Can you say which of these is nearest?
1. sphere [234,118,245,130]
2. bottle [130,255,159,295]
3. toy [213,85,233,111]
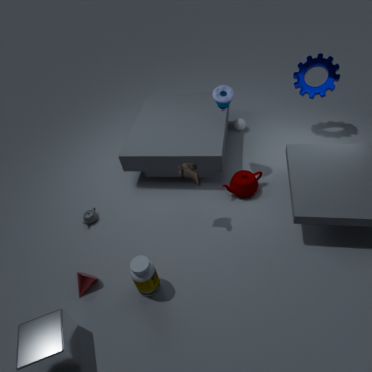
bottle [130,255,159,295]
